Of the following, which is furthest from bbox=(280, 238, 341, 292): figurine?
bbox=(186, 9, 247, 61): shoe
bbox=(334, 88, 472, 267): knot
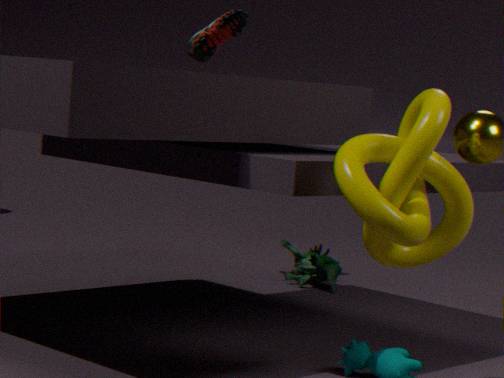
bbox=(334, 88, 472, 267): knot
